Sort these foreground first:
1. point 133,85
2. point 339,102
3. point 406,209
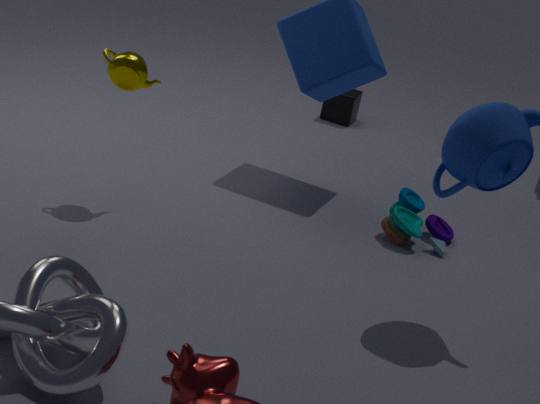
point 133,85
point 406,209
point 339,102
